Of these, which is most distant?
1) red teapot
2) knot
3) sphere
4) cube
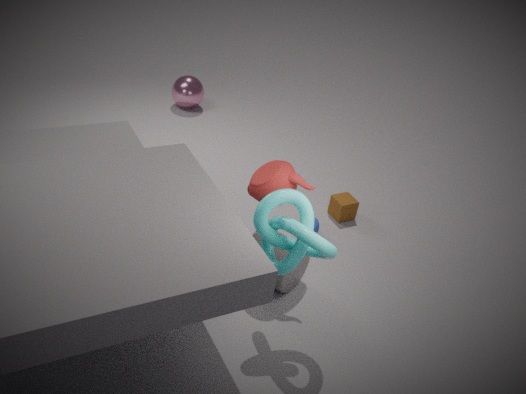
3. sphere
